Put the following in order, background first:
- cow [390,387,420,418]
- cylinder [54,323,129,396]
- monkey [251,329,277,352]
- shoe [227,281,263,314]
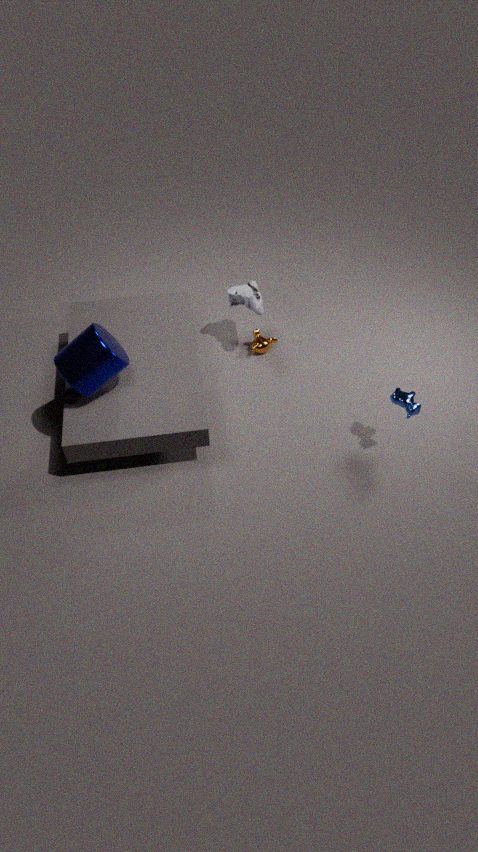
monkey [251,329,277,352] < shoe [227,281,263,314] < cow [390,387,420,418] < cylinder [54,323,129,396]
